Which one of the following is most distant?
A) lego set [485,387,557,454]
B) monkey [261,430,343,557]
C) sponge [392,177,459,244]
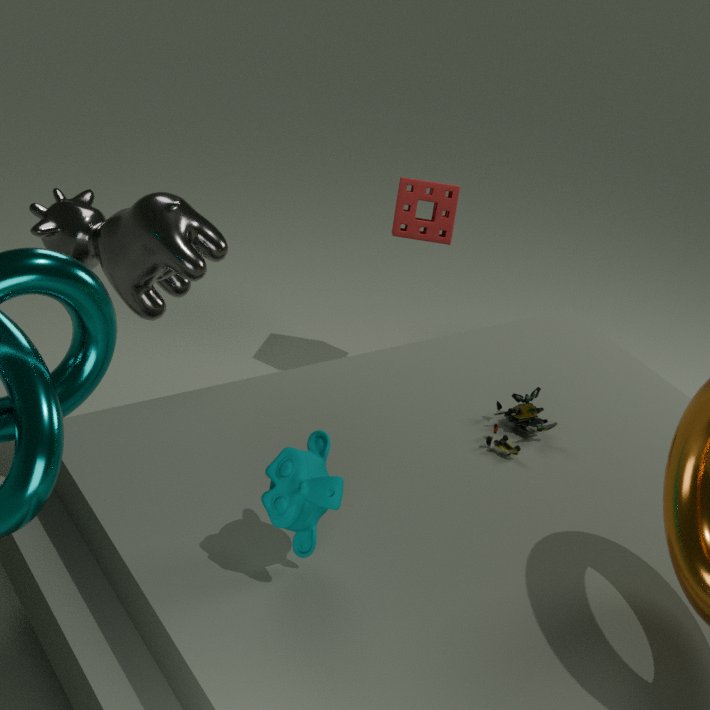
sponge [392,177,459,244]
